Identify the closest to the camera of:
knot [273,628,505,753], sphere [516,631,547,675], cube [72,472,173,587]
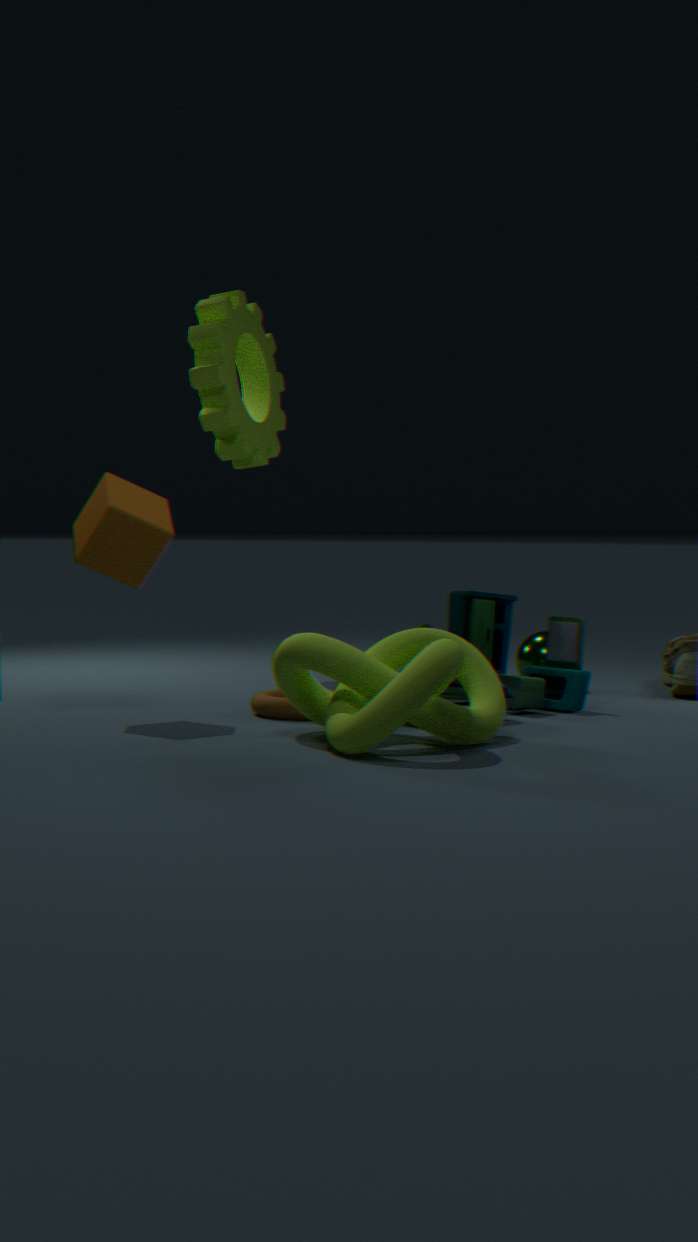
knot [273,628,505,753]
